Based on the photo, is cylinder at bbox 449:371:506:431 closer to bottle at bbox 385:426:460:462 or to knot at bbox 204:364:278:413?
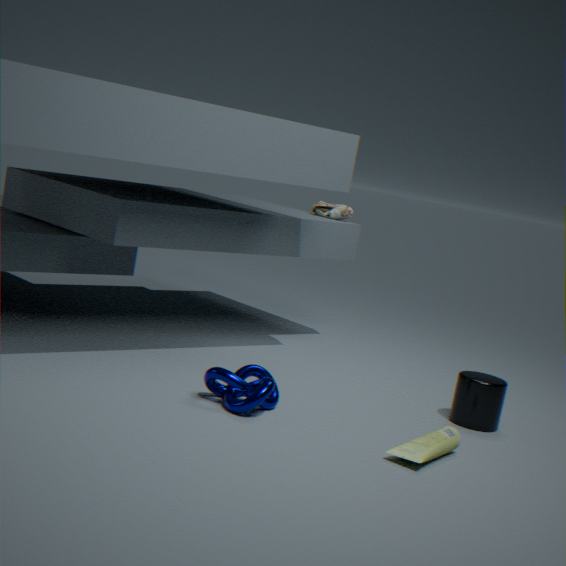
bottle at bbox 385:426:460:462
